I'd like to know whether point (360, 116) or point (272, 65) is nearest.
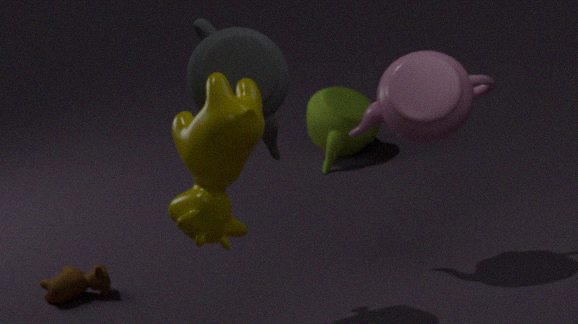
point (272, 65)
